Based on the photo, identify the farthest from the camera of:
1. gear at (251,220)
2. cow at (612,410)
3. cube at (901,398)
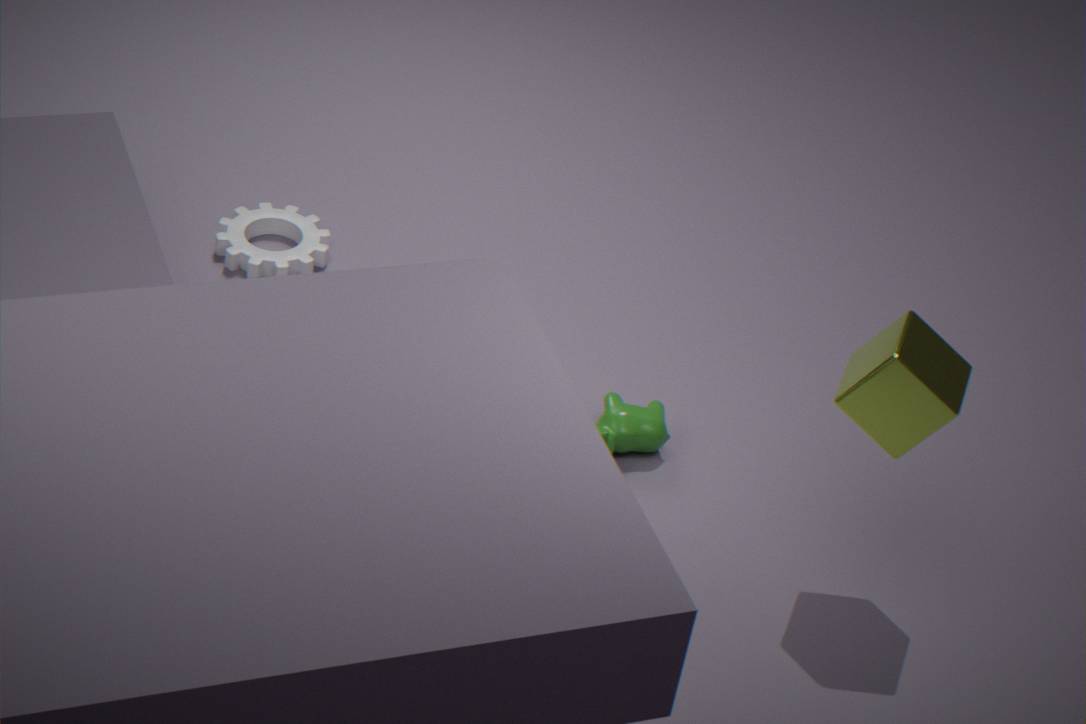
gear at (251,220)
